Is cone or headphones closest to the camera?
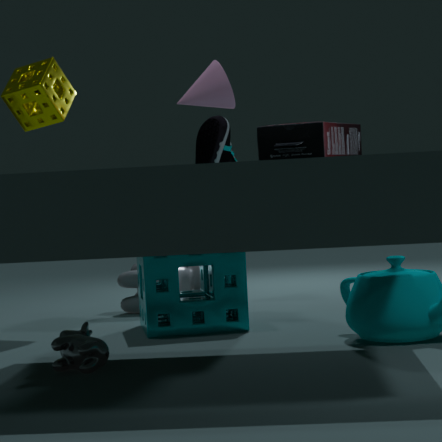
headphones
